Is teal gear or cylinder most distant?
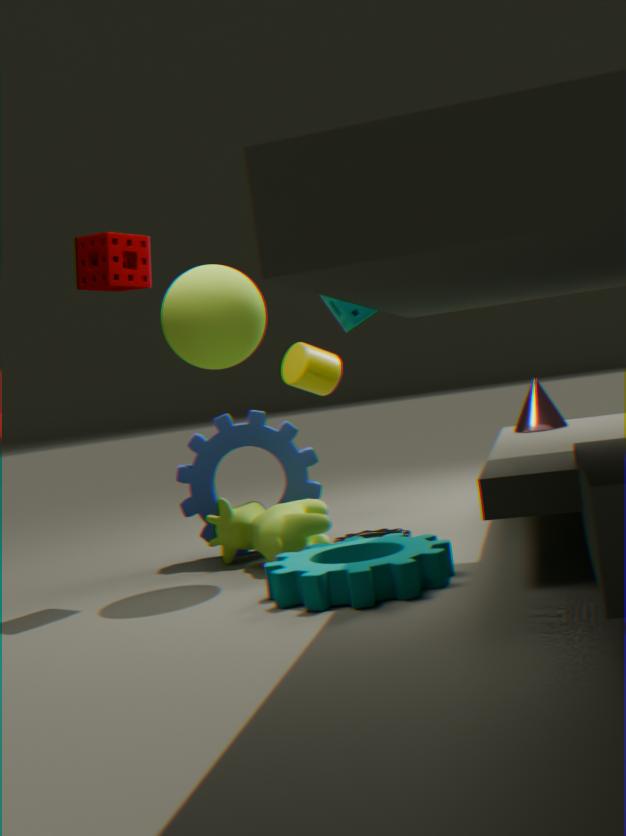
cylinder
